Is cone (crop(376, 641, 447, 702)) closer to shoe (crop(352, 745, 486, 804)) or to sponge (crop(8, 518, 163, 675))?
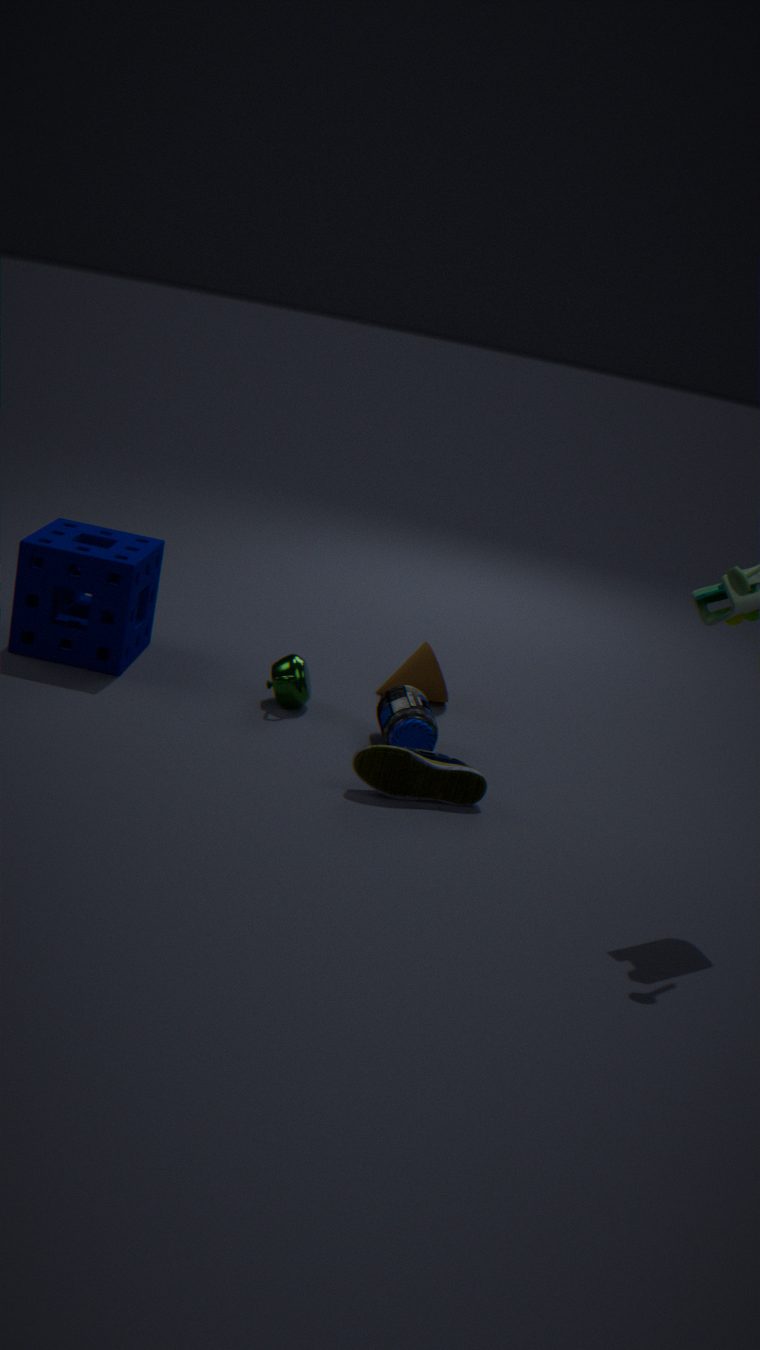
shoe (crop(352, 745, 486, 804))
